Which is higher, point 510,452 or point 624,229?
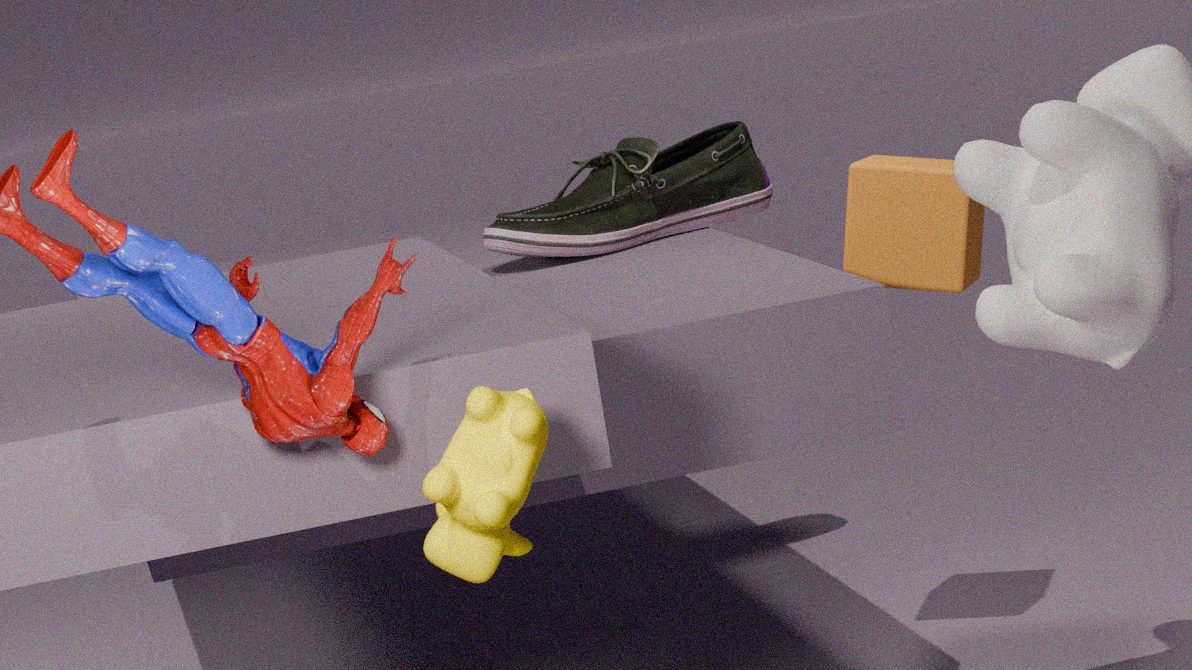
point 624,229
